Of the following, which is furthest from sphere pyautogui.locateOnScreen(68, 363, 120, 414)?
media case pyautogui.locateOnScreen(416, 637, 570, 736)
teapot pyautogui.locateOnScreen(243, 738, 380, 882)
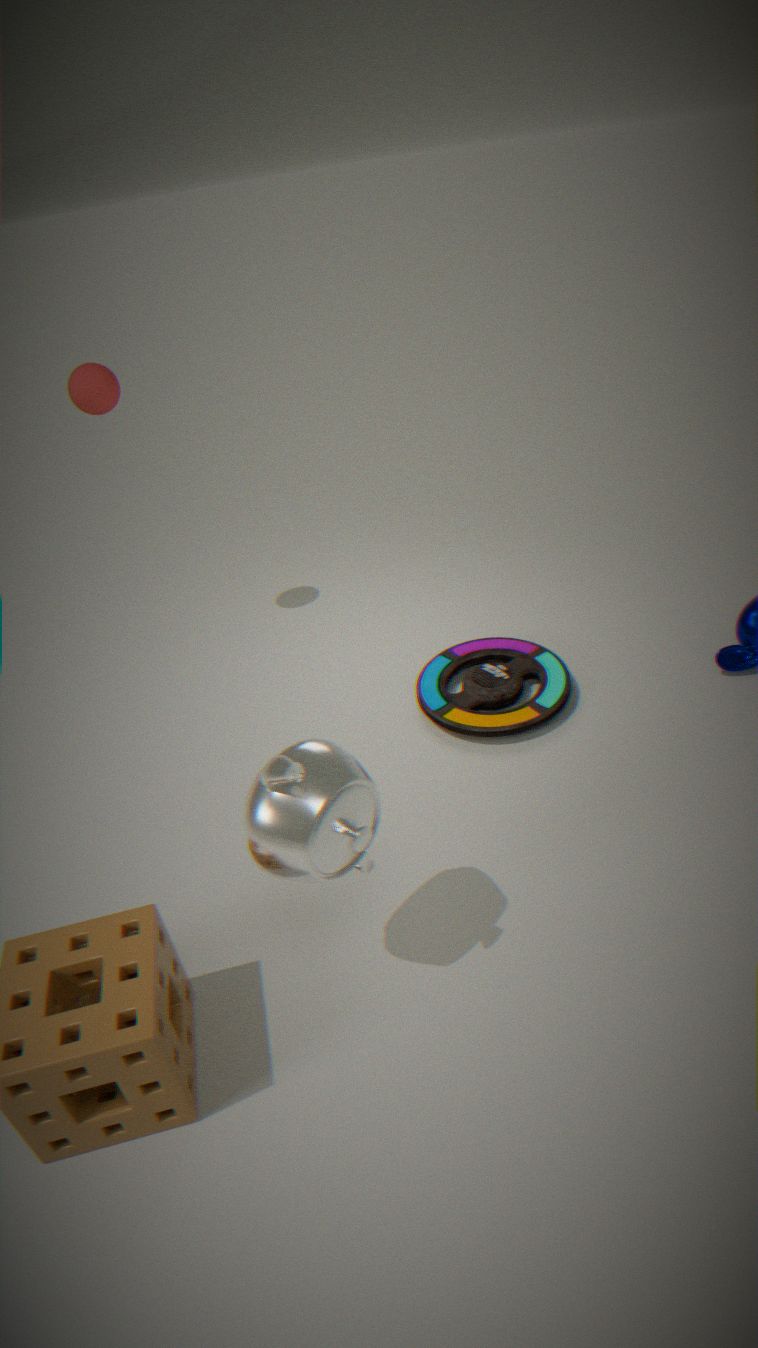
teapot pyautogui.locateOnScreen(243, 738, 380, 882)
